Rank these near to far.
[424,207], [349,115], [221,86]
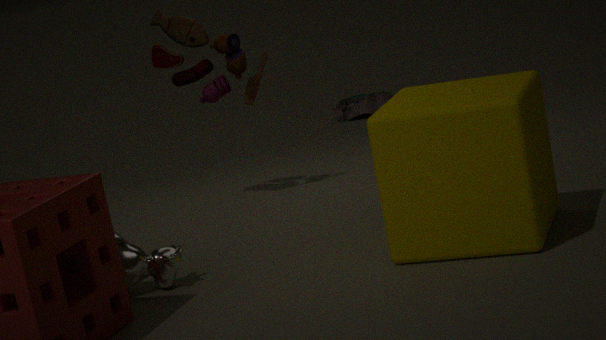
[424,207] < [221,86] < [349,115]
